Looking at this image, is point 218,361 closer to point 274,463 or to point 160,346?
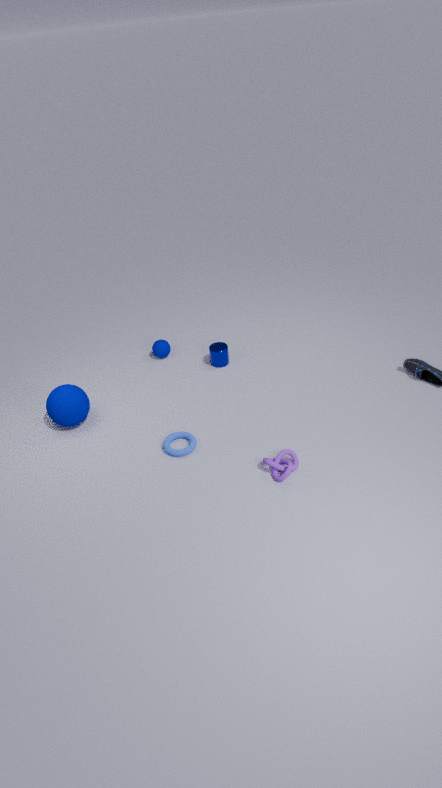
point 160,346
